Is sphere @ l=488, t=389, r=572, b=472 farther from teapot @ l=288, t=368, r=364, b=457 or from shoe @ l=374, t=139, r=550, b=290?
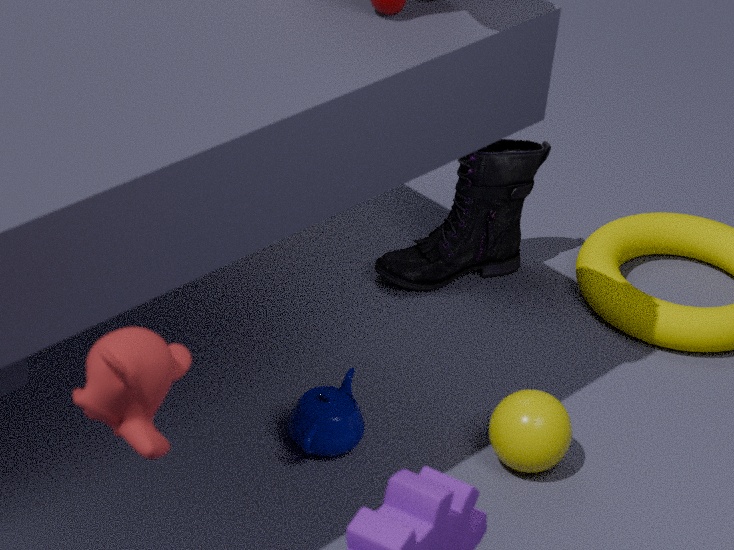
shoe @ l=374, t=139, r=550, b=290
